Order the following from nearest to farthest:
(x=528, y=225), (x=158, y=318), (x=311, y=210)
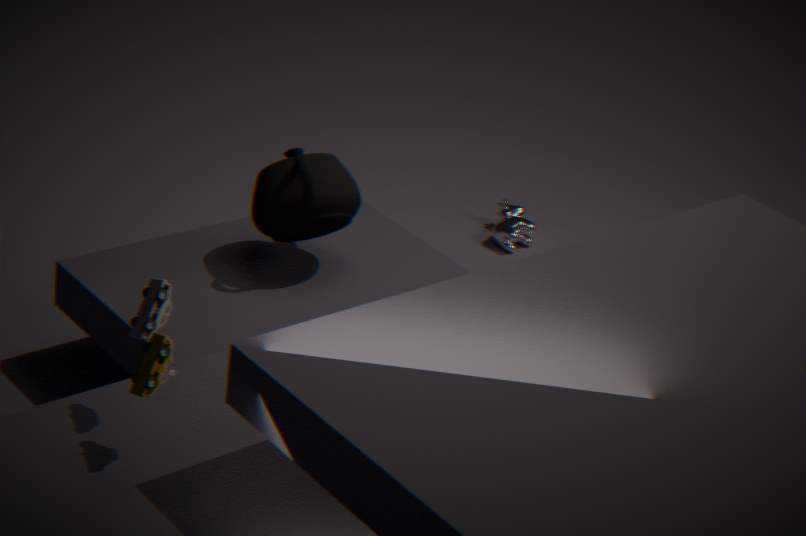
(x=158, y=318), (x=311, y=210), (x=528, y=225)
